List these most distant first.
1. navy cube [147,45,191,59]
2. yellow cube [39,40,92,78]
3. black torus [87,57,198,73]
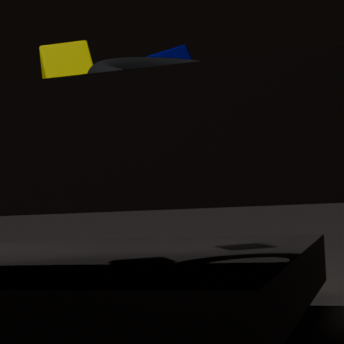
1. navy cube [147,45,191,59]
2. yellow cube [39,40,92,78]
3. black torus [87,57,198,73]
